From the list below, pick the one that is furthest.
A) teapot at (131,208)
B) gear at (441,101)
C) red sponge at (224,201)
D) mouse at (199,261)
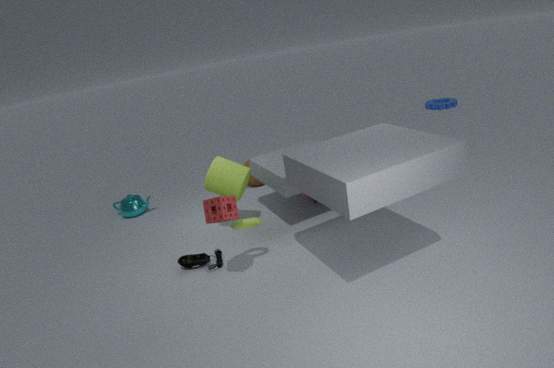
gear at (441,101)
